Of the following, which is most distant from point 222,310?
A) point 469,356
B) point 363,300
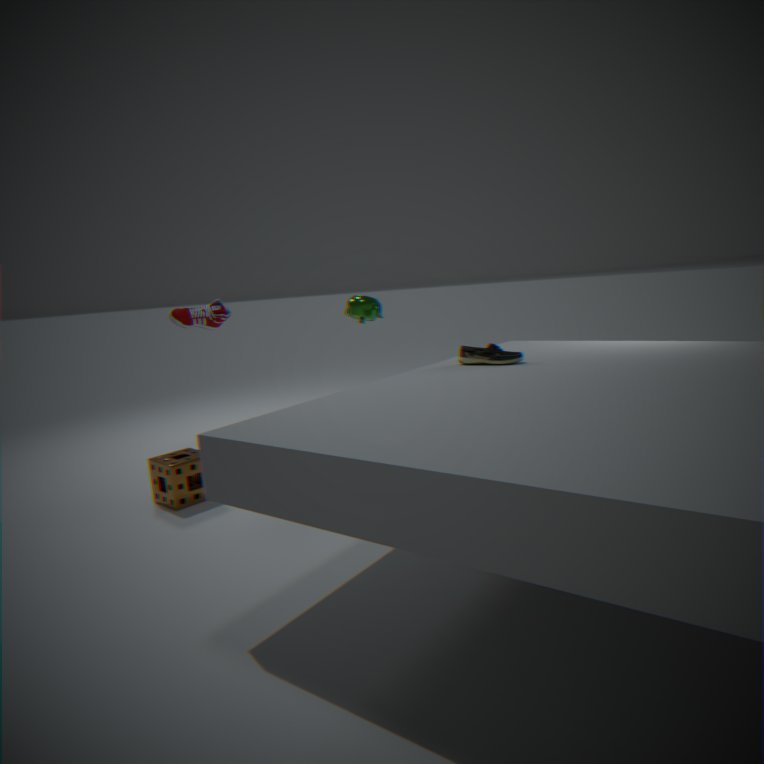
point 469,356
